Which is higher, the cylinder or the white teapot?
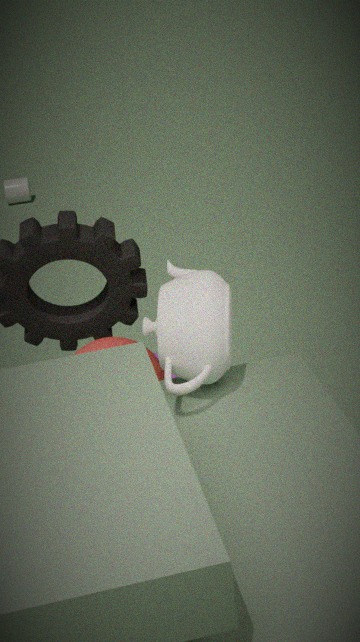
the white teapot
